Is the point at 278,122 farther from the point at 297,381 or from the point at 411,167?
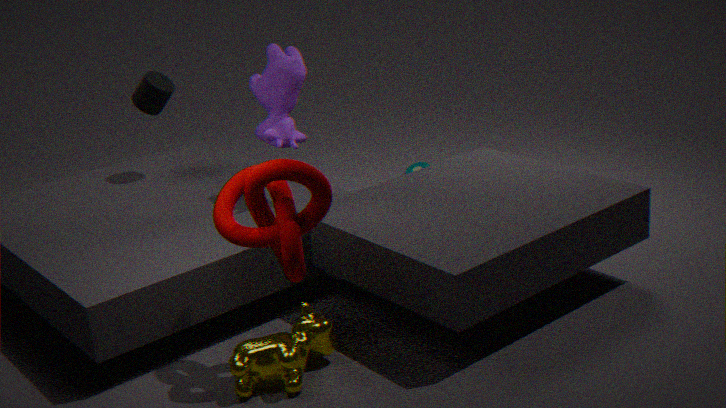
the point at 297,381
